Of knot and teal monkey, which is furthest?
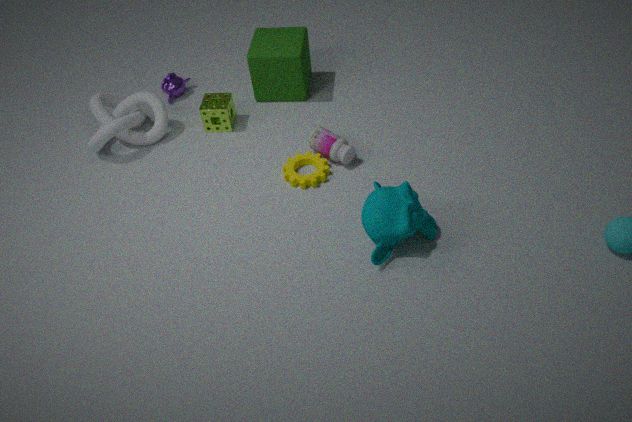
knot
